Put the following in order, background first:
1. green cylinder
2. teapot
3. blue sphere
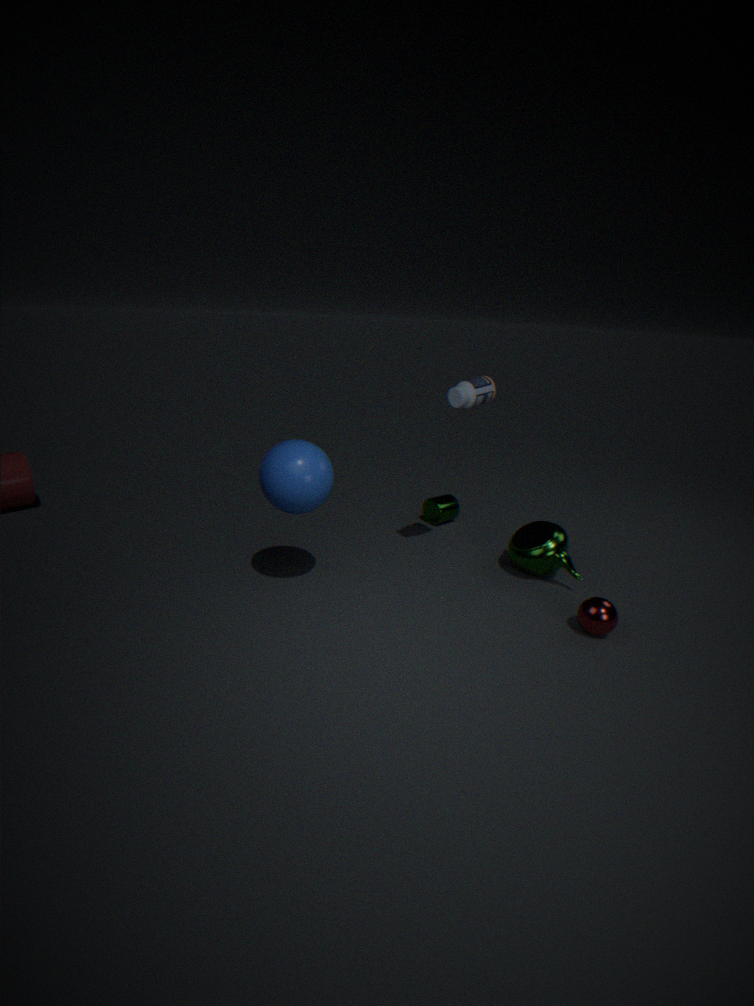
1. green cylinder
2. teapot
3. blue sphere
